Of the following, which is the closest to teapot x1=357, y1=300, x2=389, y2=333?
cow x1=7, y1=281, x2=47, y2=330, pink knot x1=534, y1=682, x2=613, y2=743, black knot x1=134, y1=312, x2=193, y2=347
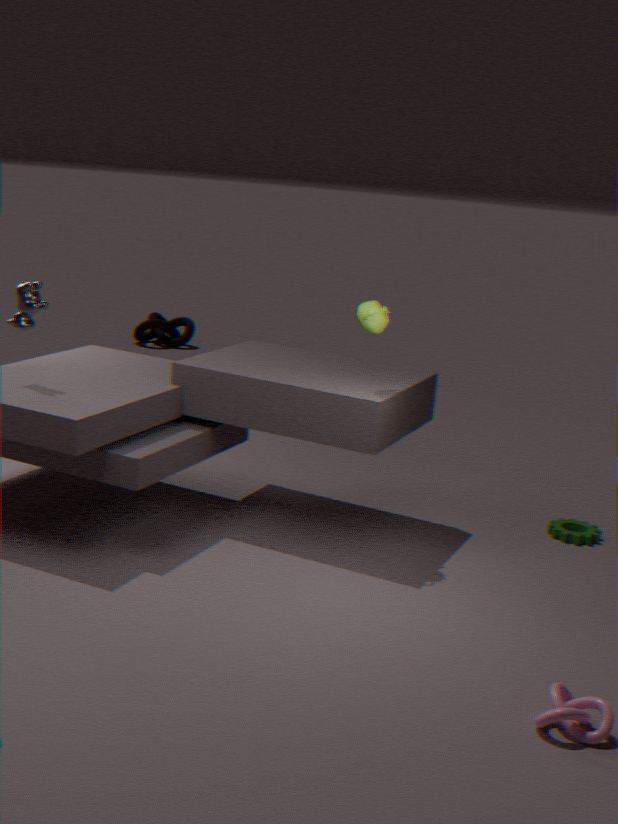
cow x1=7, y1=281, x2=47, y2=330
